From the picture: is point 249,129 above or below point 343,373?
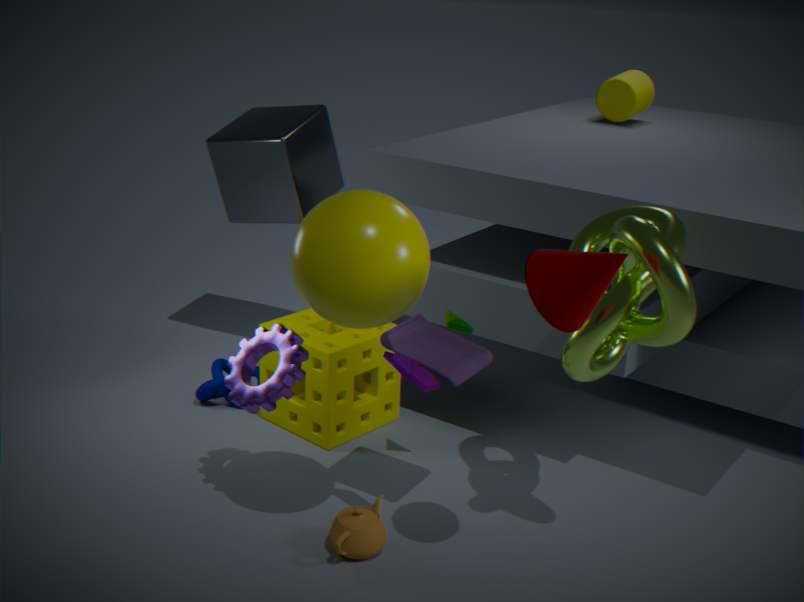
above
